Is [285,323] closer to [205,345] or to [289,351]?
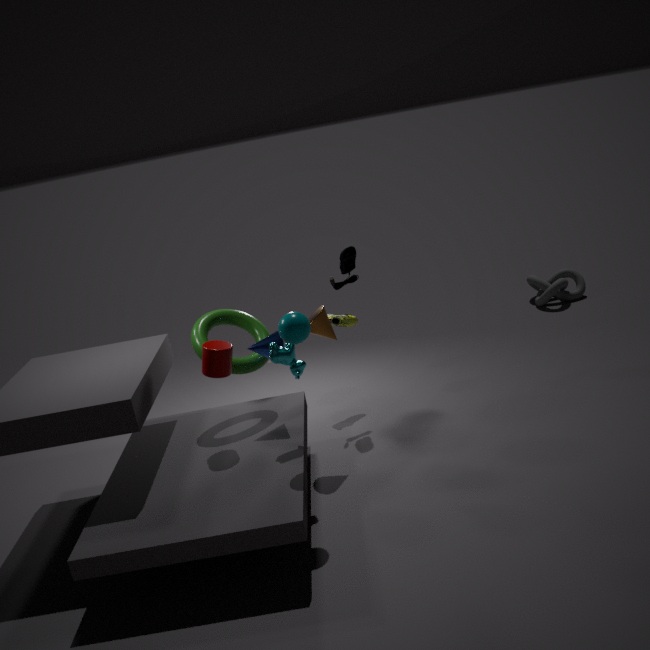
[289,351]
